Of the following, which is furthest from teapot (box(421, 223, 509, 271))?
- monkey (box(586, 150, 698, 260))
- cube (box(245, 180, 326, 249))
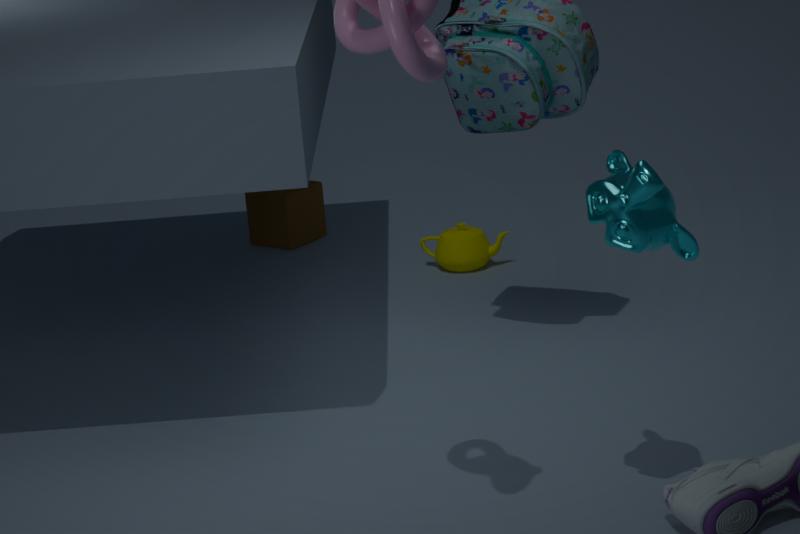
monkey (box(586, 150, 698, 260))
